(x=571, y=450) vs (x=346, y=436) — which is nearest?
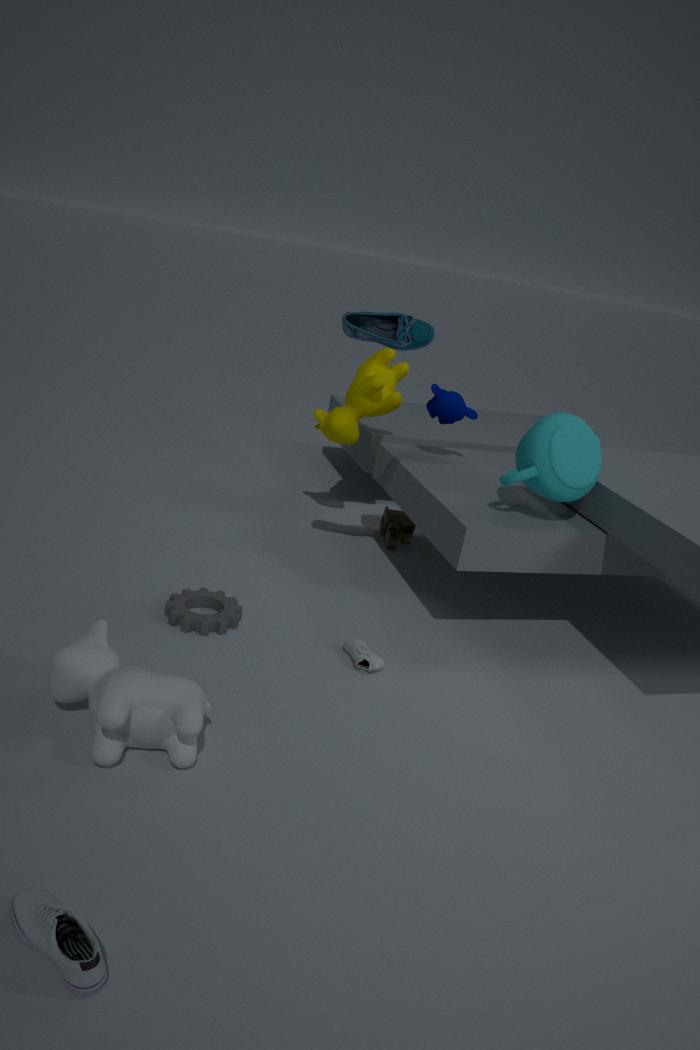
(x=571, y=450)
